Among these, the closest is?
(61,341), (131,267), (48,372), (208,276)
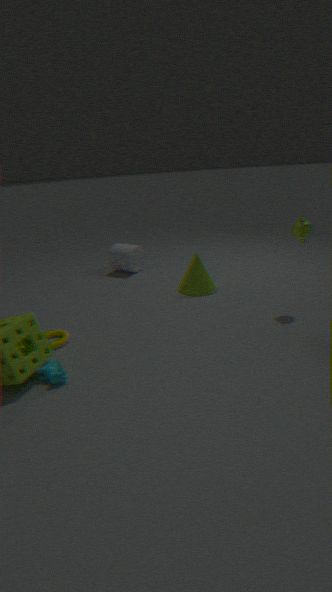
(48,372)
